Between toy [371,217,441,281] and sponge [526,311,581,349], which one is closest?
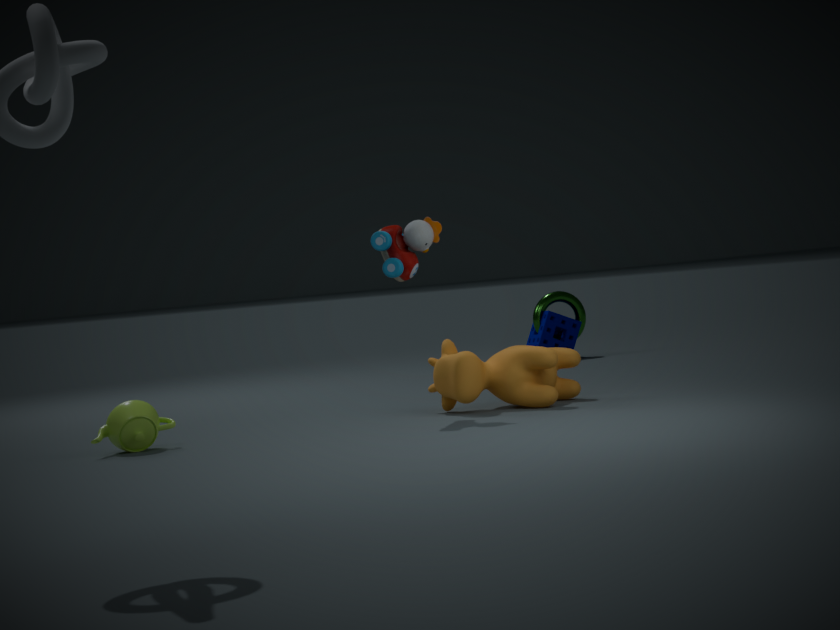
toy [371,217,441,281]
